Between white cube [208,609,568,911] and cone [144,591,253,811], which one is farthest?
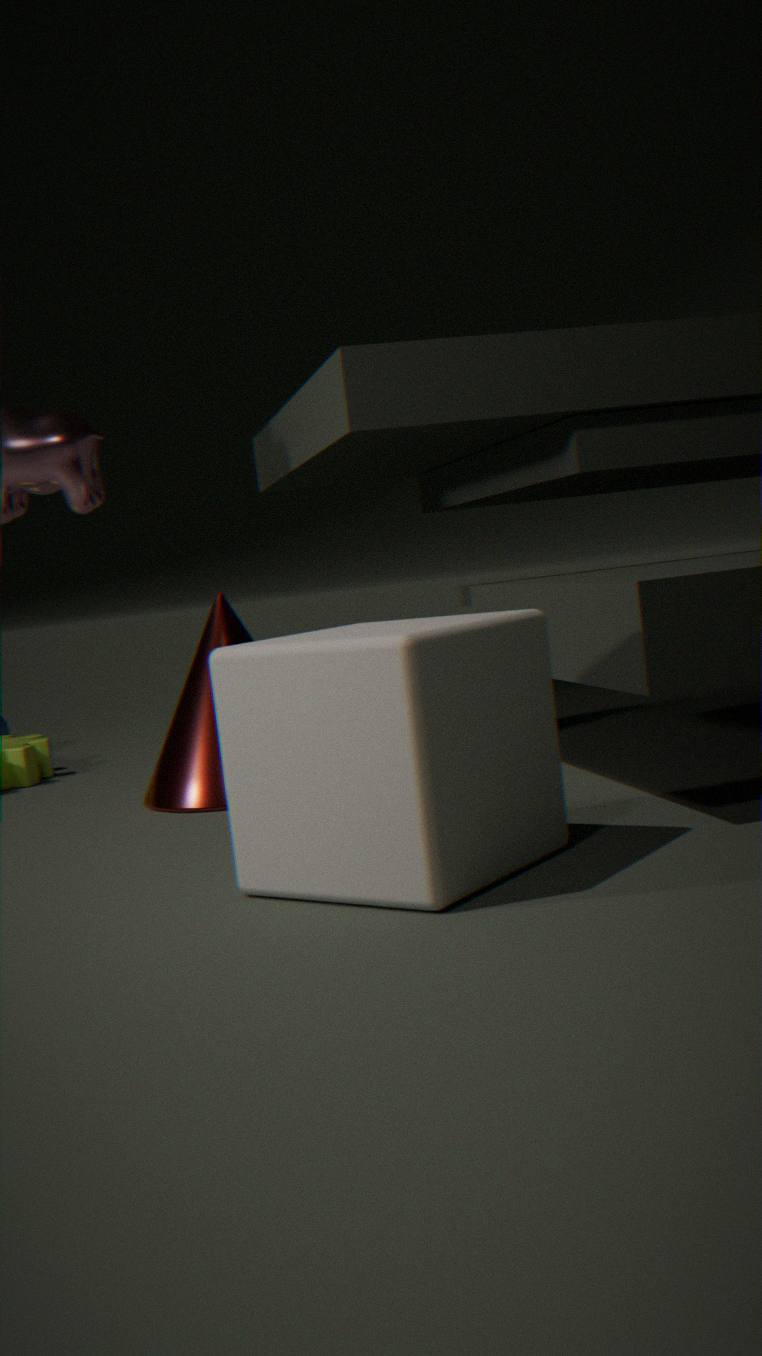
cone [144,591,253,811]
